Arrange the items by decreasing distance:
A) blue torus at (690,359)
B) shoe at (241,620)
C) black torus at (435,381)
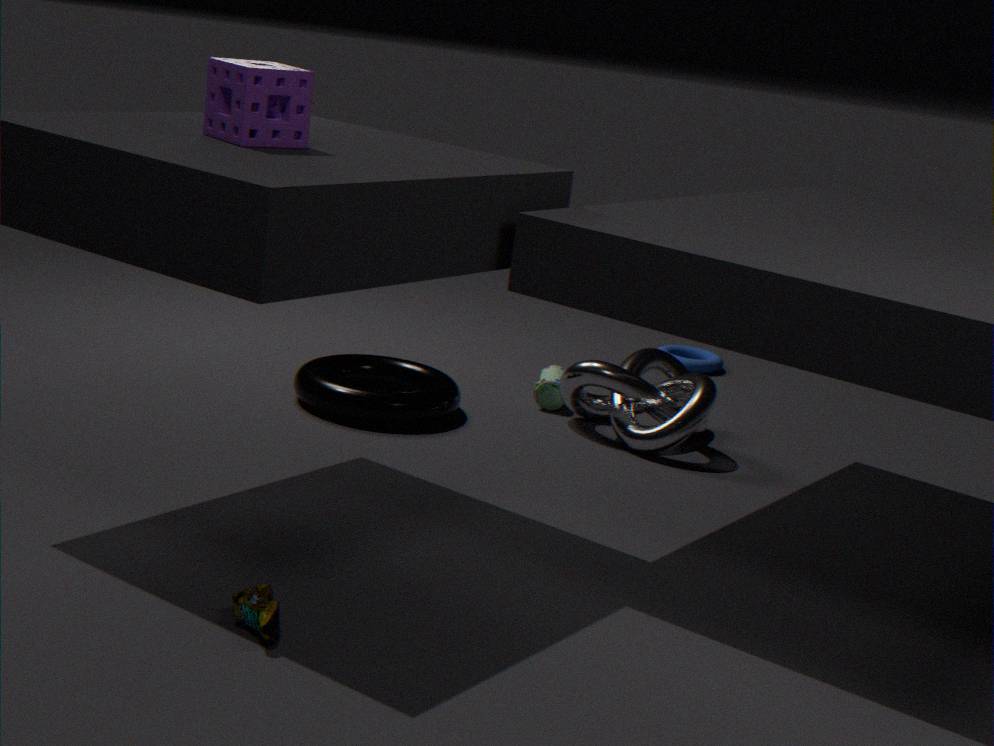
blue torus at (690,359) → black torus at (435,381) → shoe at (241,620)
